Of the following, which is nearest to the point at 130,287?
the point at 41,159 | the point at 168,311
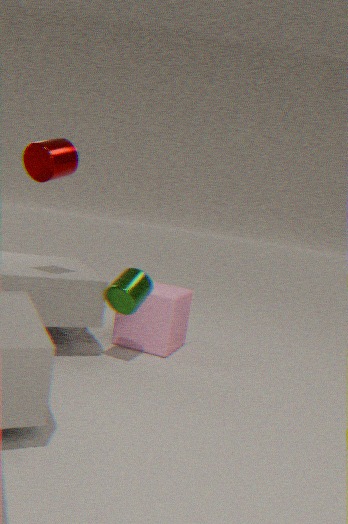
the point at 168,311
